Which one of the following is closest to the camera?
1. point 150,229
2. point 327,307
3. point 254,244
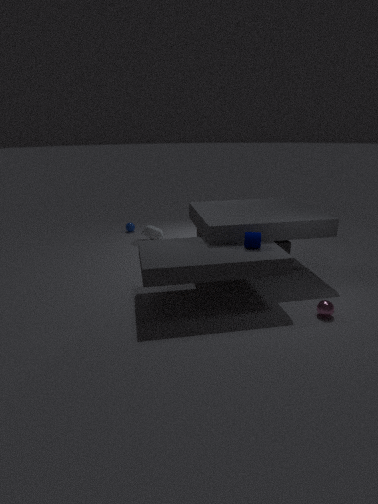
point 327,307
